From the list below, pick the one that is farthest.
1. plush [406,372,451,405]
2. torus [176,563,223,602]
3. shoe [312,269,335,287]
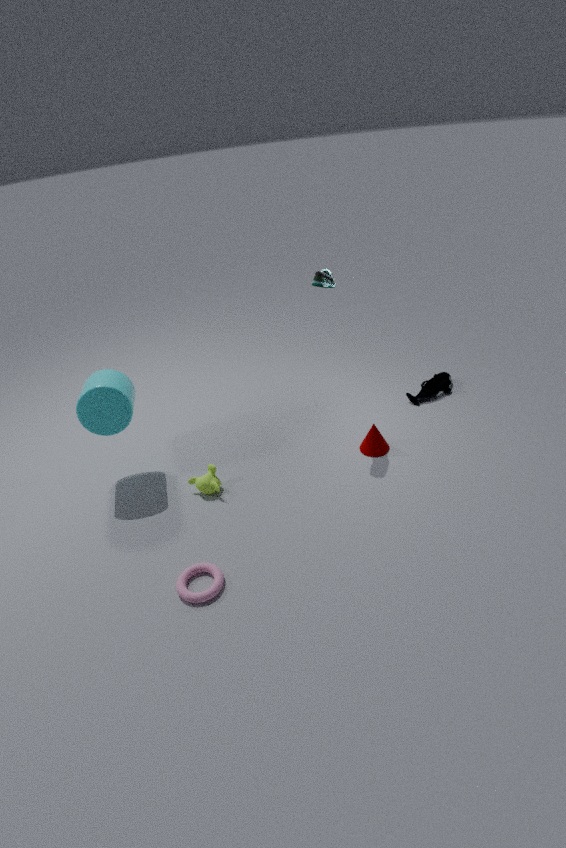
plush [406,372,451,405]
